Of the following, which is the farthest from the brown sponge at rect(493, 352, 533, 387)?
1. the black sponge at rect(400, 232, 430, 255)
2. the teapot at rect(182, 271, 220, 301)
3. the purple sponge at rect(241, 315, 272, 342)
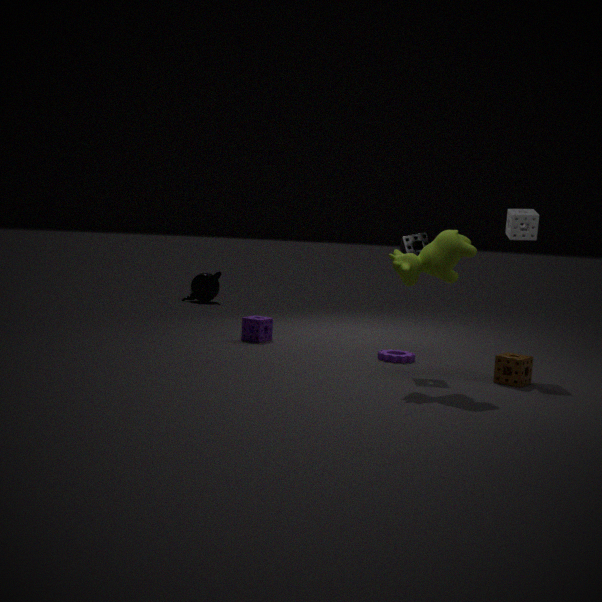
the teapot at rect(182, 271, 220, 301)
